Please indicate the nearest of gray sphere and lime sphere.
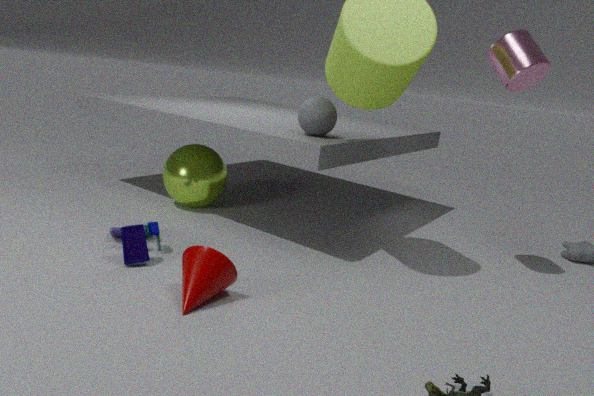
gray sphere
